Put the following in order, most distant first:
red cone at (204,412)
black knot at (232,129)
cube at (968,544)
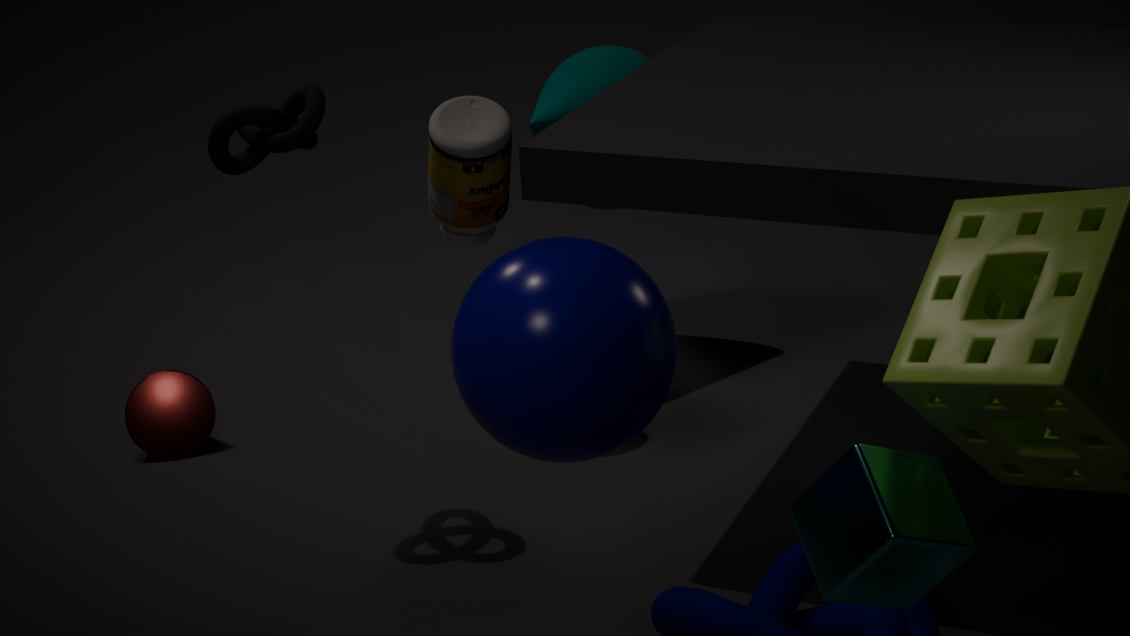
red cone at (204,412), black knot at (232,129), cube at (968,544)
